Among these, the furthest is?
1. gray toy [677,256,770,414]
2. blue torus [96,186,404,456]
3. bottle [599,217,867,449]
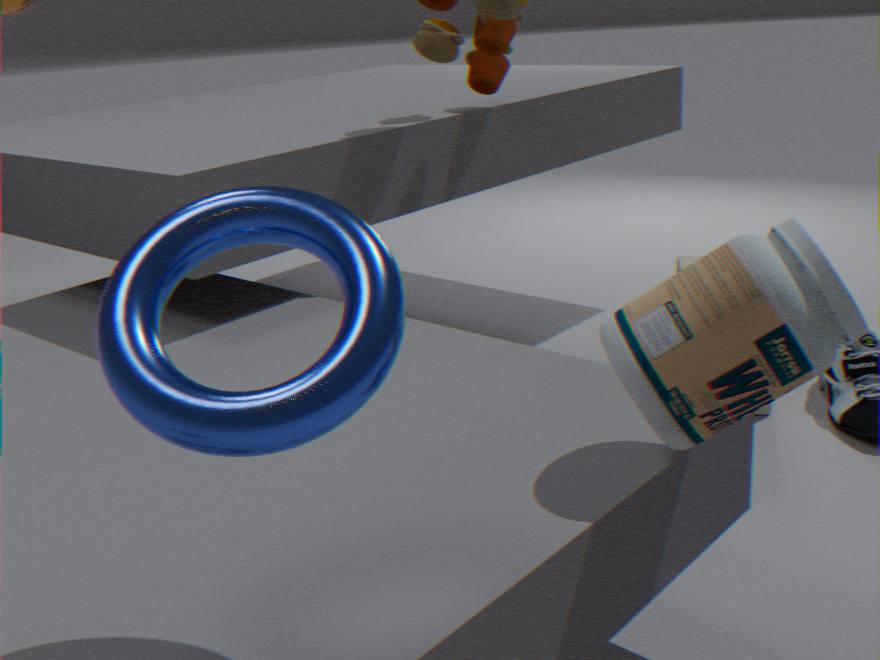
gray toy [677,256,770,414]
